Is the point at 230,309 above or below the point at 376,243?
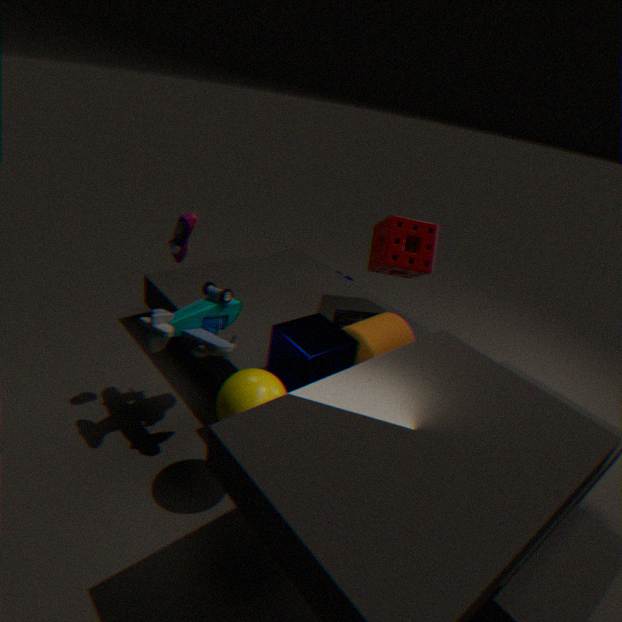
below
